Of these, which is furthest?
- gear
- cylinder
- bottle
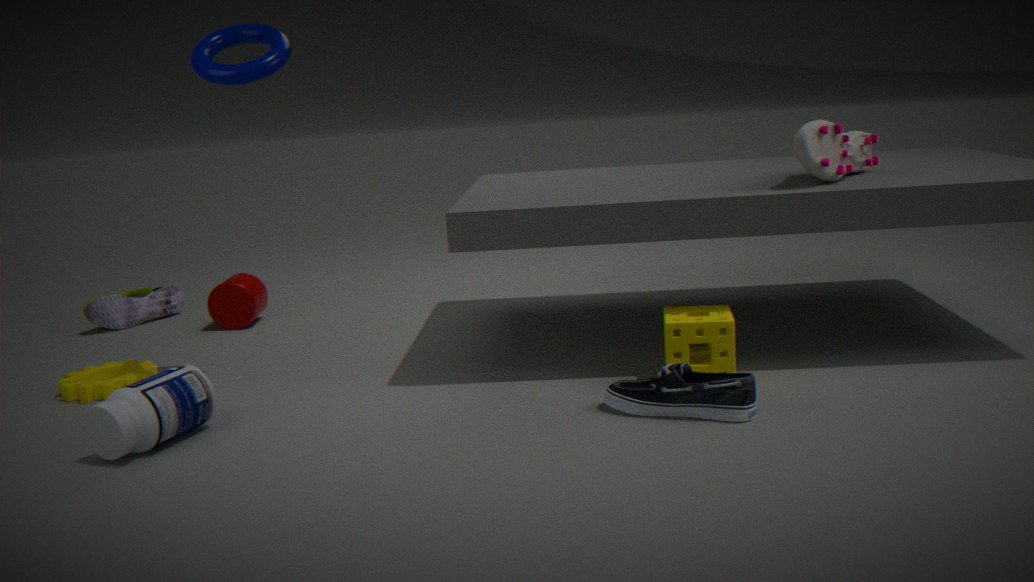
cylinder
